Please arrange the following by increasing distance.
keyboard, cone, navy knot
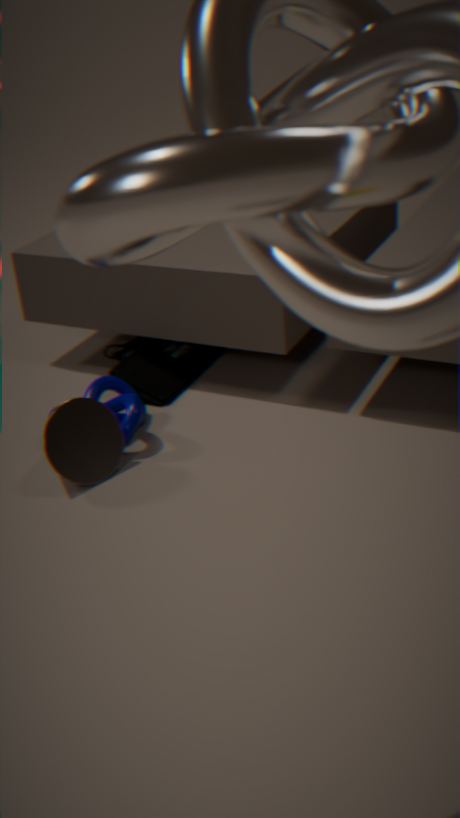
cone → navy knot → keyboard
